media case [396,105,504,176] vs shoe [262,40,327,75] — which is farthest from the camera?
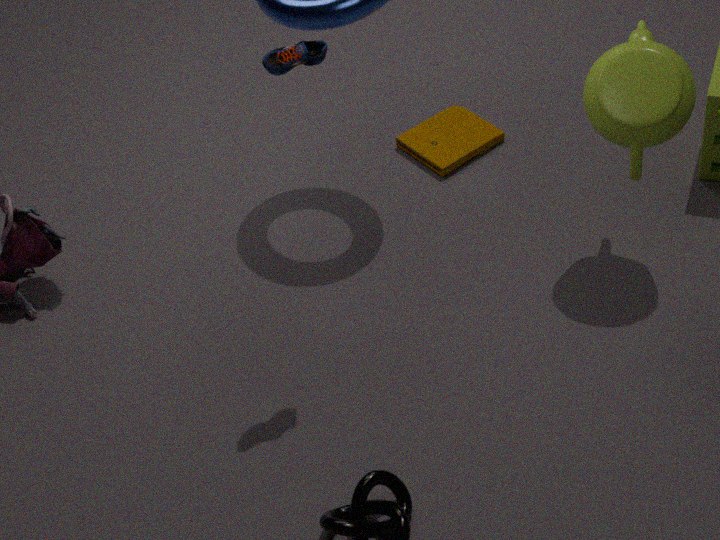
media case [396,105,504,176]
